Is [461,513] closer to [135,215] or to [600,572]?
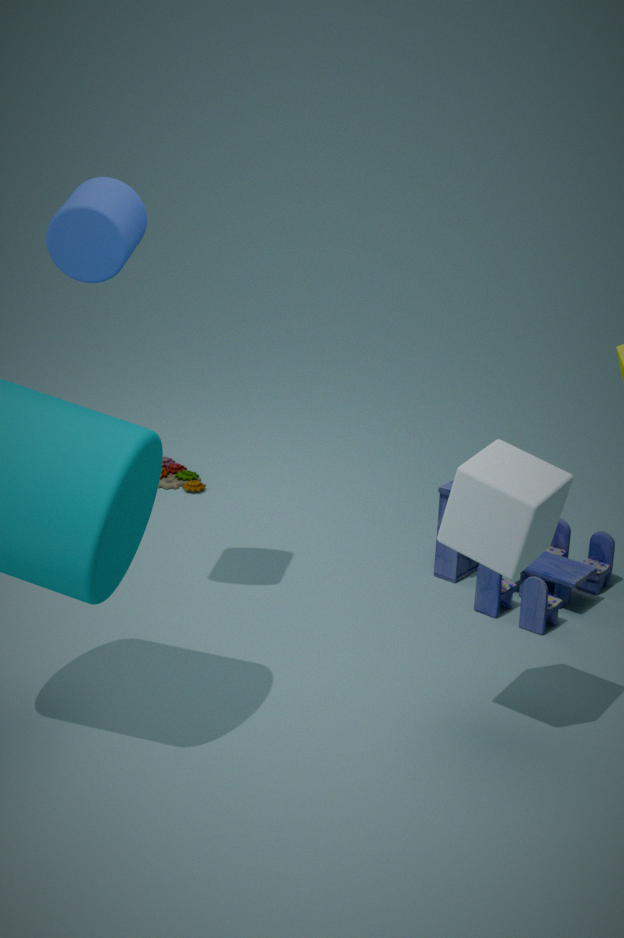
[600,572]
